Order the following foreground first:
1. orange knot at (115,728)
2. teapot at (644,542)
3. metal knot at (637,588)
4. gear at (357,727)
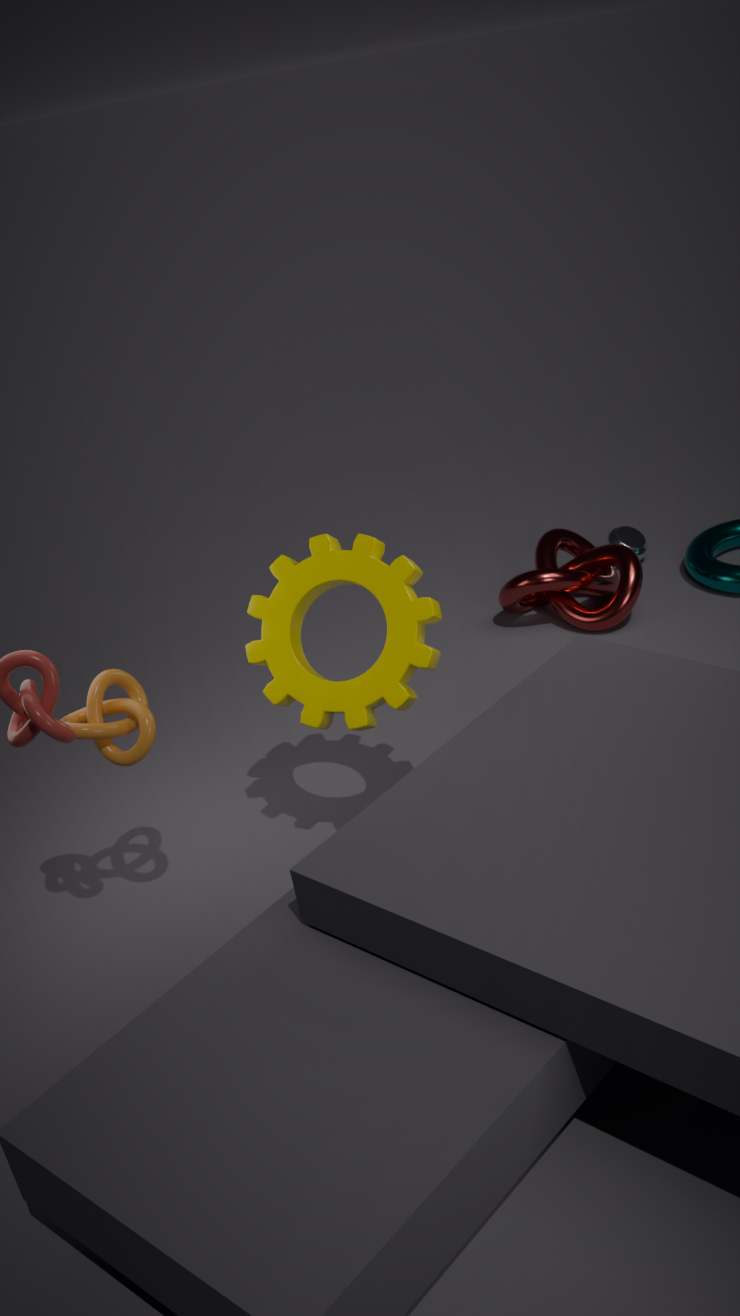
1. orange knot at (115,728)
2. gear at (357,727)
3. metal knot at (637,588)
4. teapot at (644,542)
